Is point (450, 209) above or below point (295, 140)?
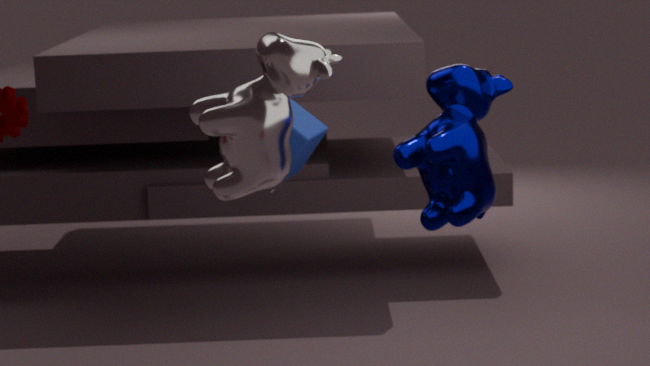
below
